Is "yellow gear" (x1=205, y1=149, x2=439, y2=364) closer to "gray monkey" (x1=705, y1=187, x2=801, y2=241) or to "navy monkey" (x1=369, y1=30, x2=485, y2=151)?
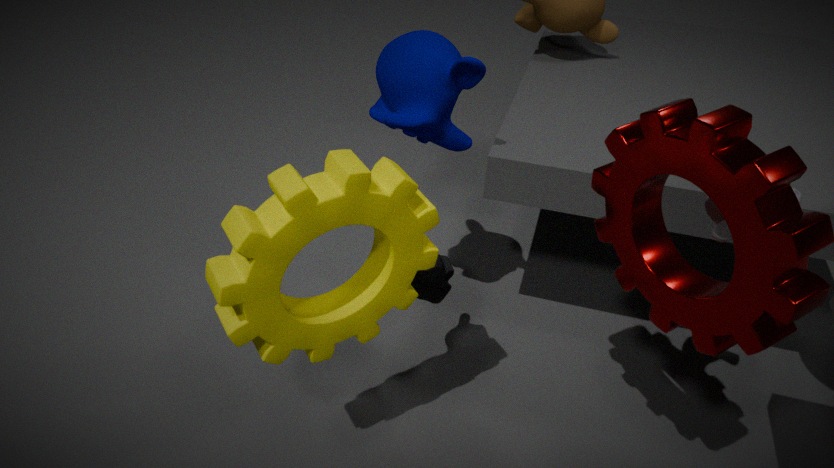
"navy monkey" (x1=369, y1=30, x2=485, y2=151)
